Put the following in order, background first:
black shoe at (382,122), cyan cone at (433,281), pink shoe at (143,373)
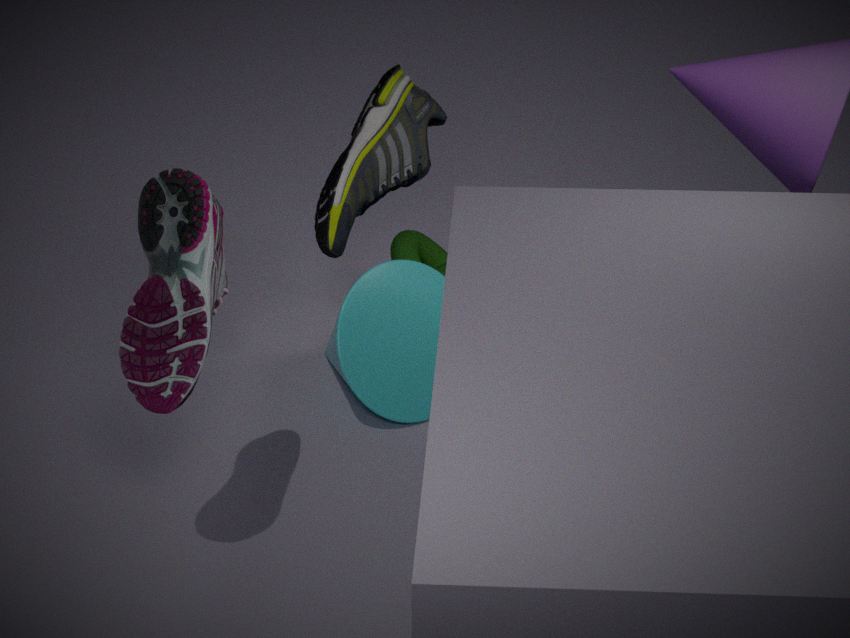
black shoe at (382,122) < cyan cone at (433,281) < pink shoe at (143,373)
